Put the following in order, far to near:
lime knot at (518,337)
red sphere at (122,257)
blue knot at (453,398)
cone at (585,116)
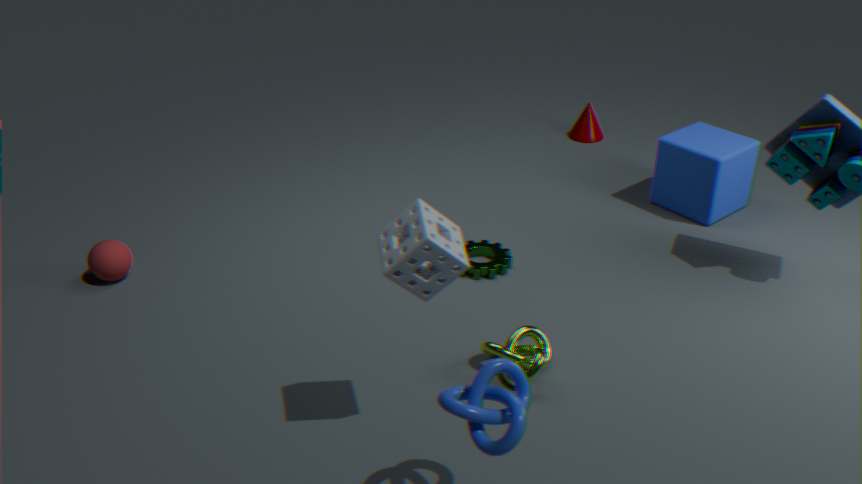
1. cone at (585,116)
2. red sphere at (122,257)
3. lime knot at (518,337)
4. blue knot at (453,398)
